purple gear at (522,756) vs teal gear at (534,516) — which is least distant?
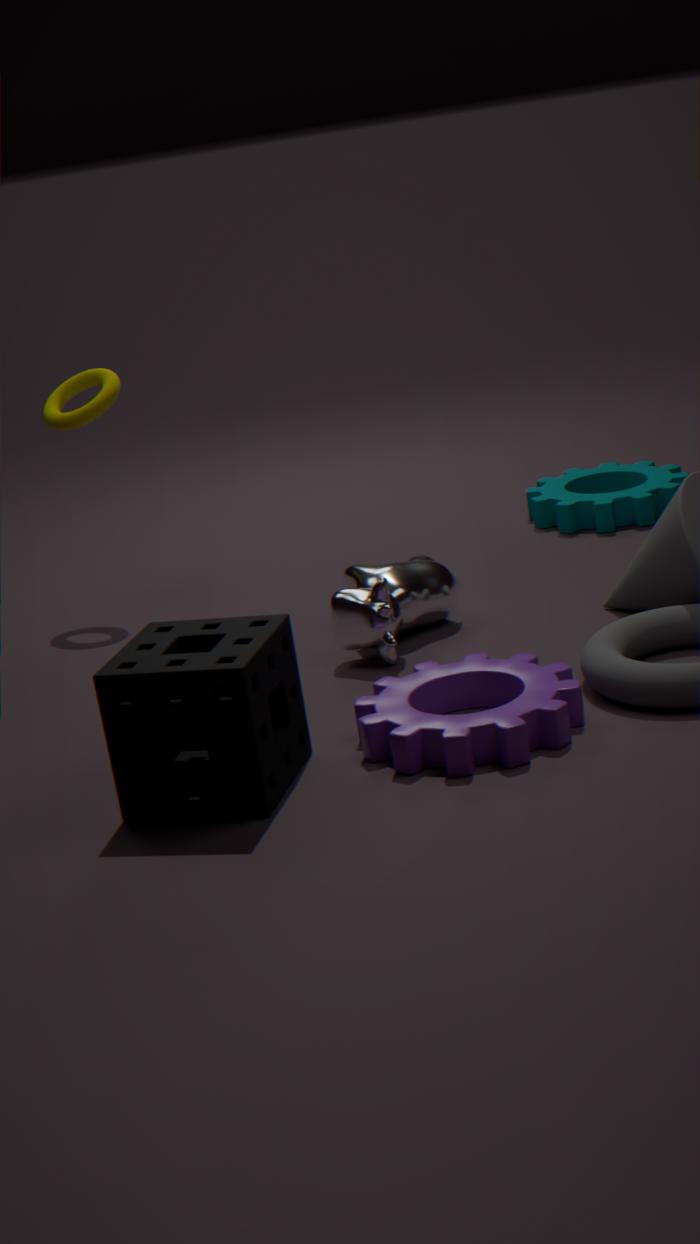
purple gear at (522,756)
